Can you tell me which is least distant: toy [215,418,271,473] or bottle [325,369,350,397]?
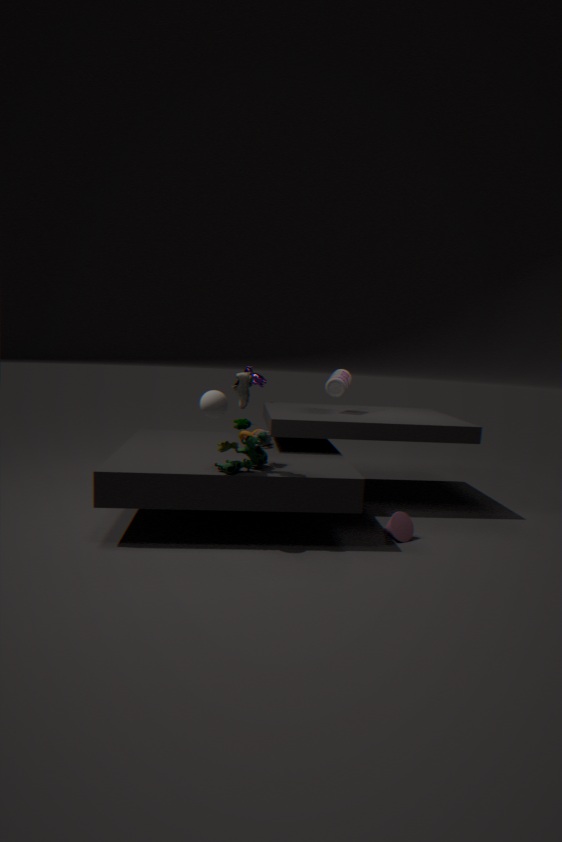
toy [215,418,271,473]
